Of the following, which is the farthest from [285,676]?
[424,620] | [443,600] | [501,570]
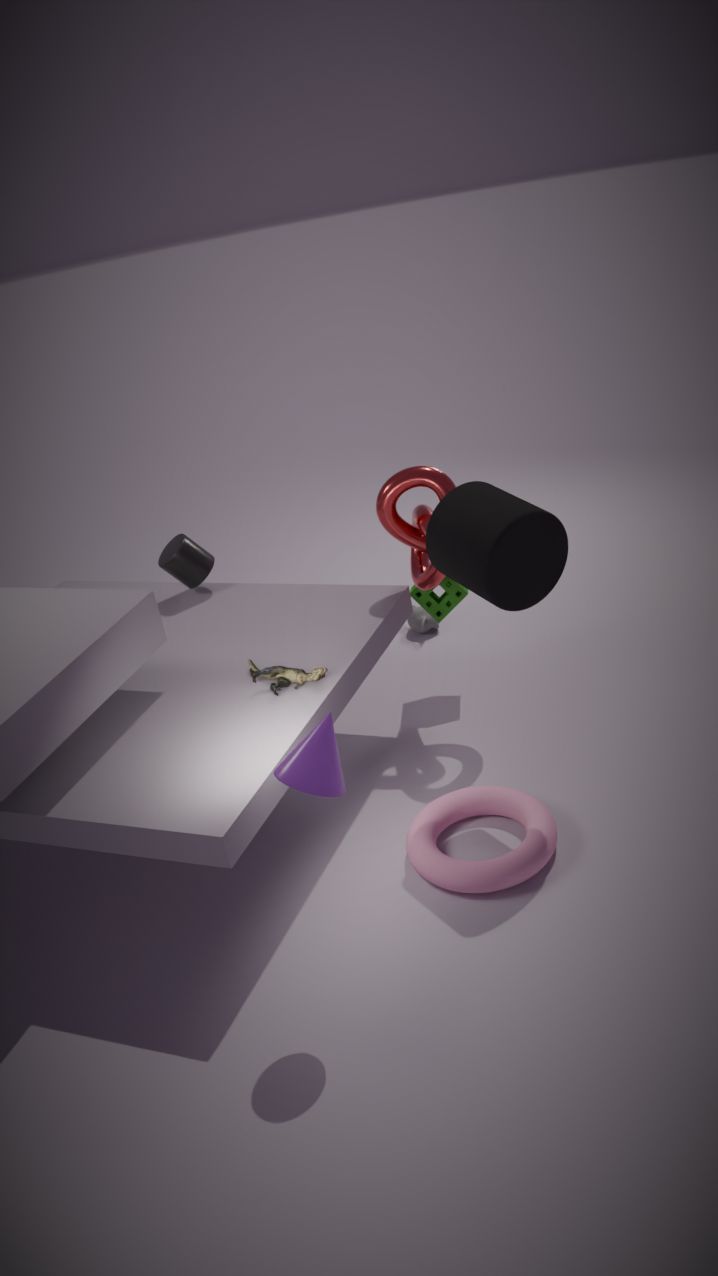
[424,620]
